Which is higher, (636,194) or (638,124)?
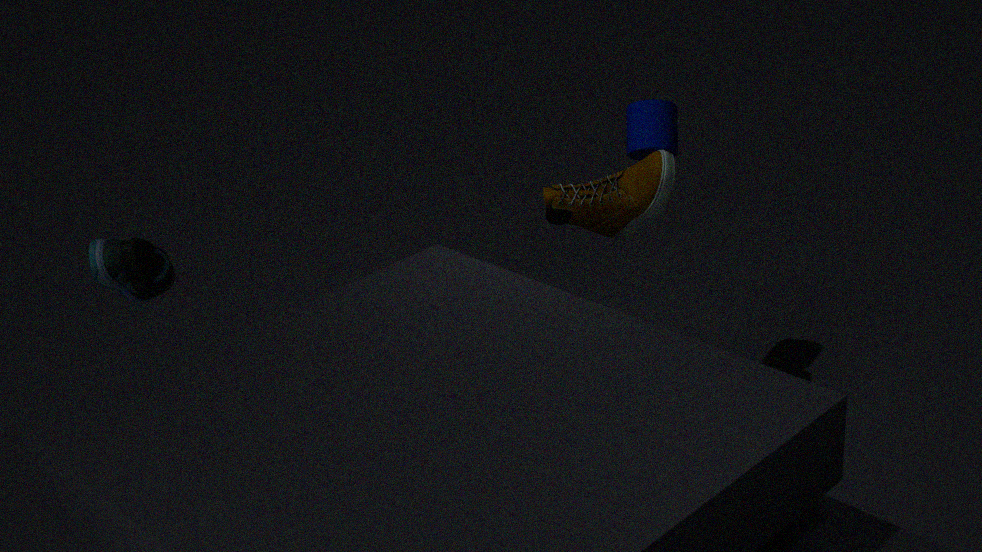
(638,124)
